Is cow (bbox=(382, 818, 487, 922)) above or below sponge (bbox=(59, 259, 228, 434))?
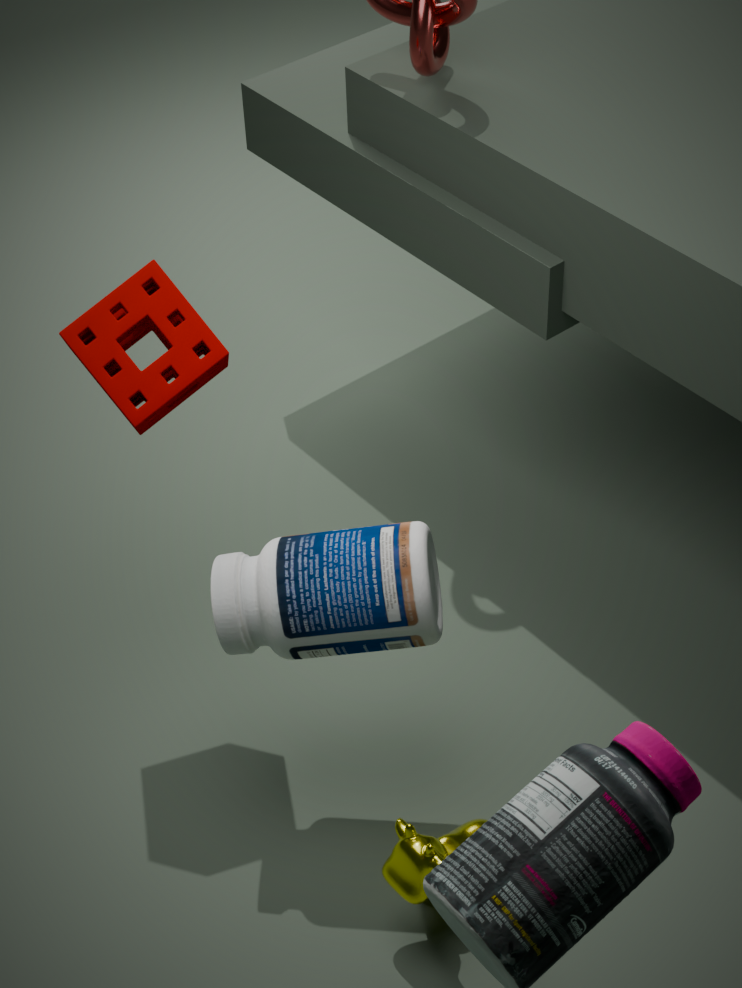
below
